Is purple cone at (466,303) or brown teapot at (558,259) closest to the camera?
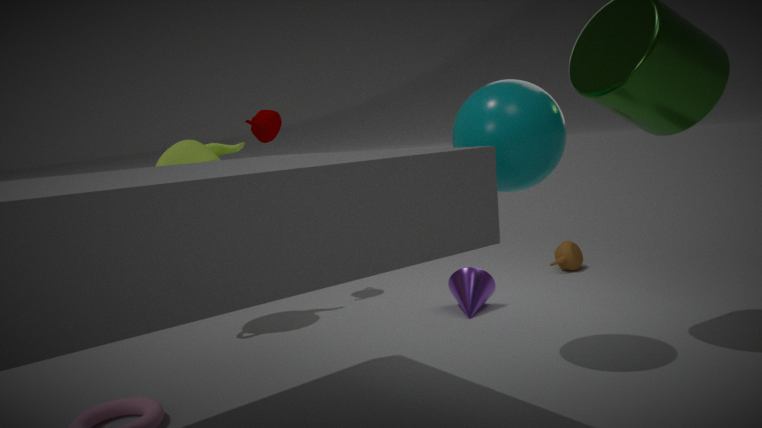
purple cone at (466,303)
